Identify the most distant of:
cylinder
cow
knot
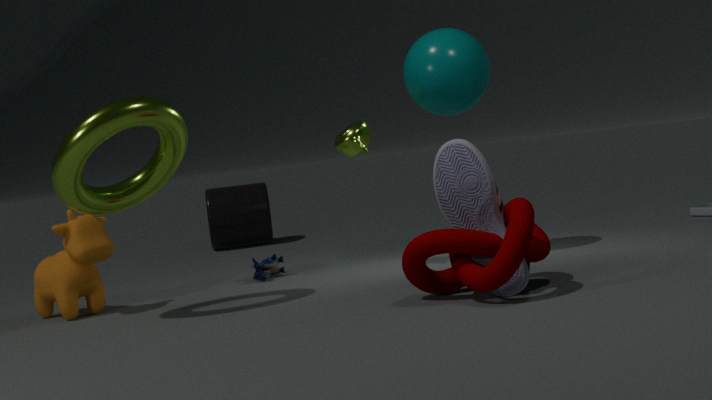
cylinder
